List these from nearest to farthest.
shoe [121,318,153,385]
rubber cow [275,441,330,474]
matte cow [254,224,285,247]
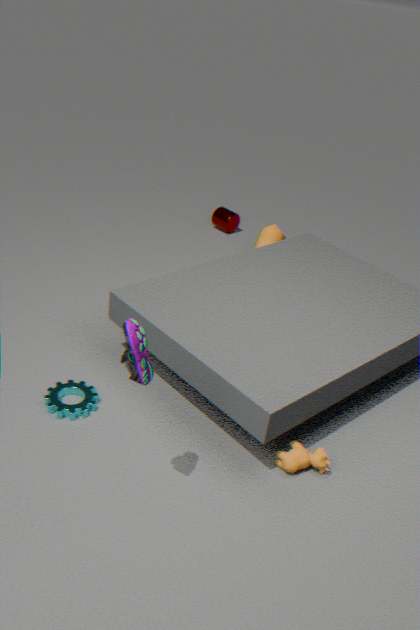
1. shoe [121,318,153,385]
2. rubber cow [275,441,330,474]
3. matte cow [254,224,285,247]
